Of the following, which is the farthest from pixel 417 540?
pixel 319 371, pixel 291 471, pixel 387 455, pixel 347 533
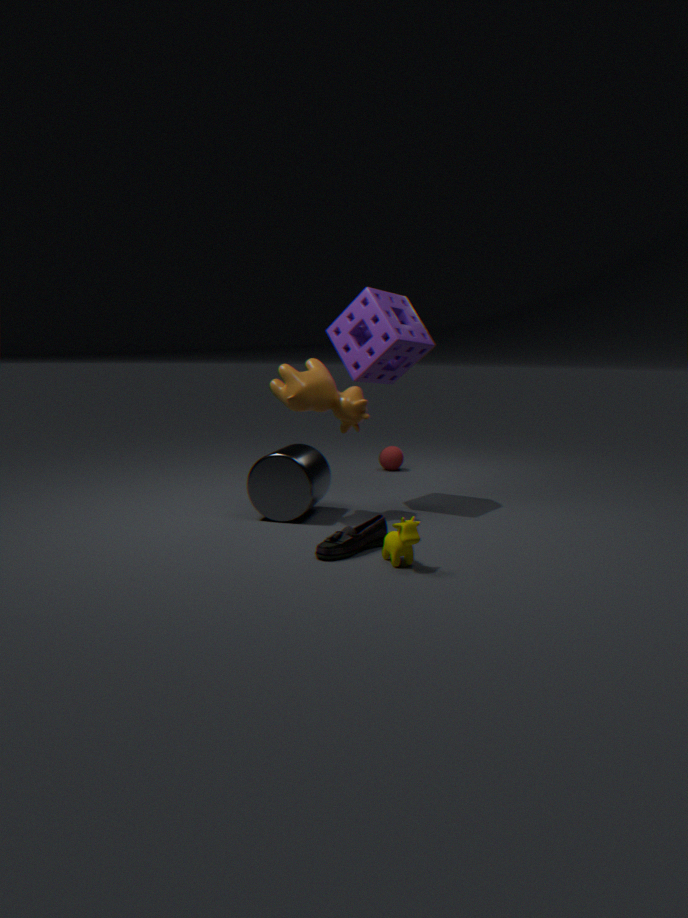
pixel 387 455
